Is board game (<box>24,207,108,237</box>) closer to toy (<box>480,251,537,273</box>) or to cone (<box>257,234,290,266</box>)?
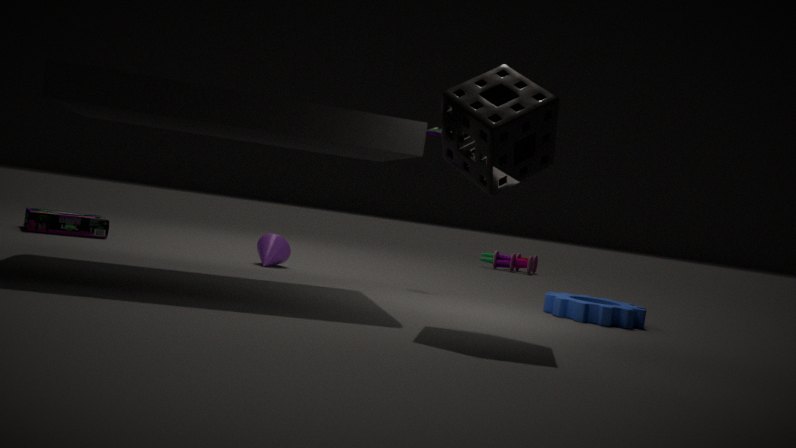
cone (<box>257,234,290,266</box>)
